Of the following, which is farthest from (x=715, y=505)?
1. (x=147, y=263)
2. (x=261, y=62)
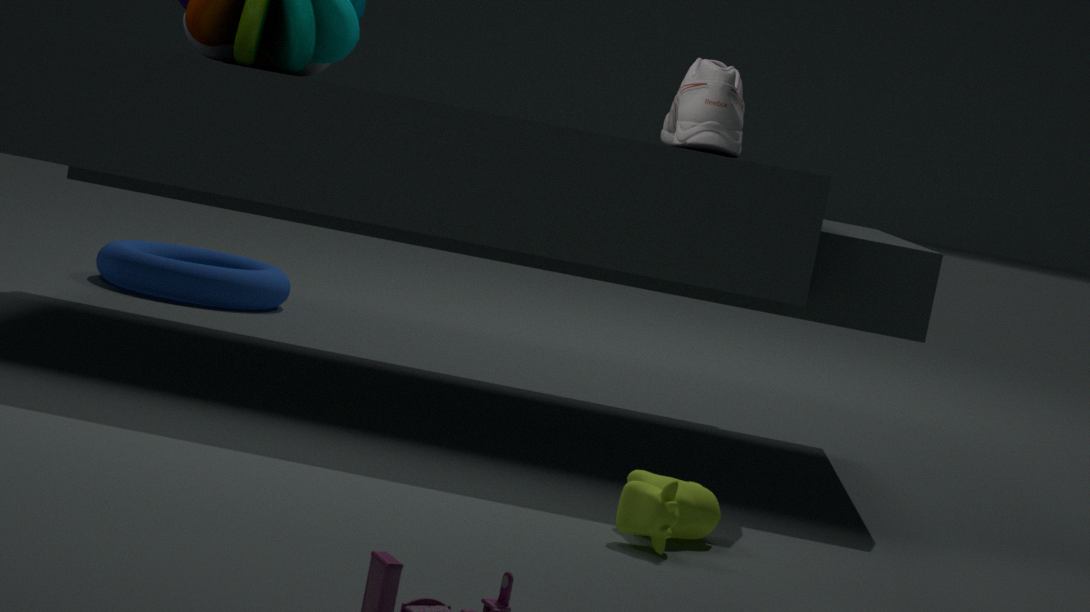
(x=147, y=263)
